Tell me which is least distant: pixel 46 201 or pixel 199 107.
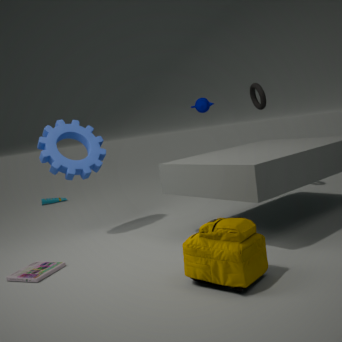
pixel 199 107
